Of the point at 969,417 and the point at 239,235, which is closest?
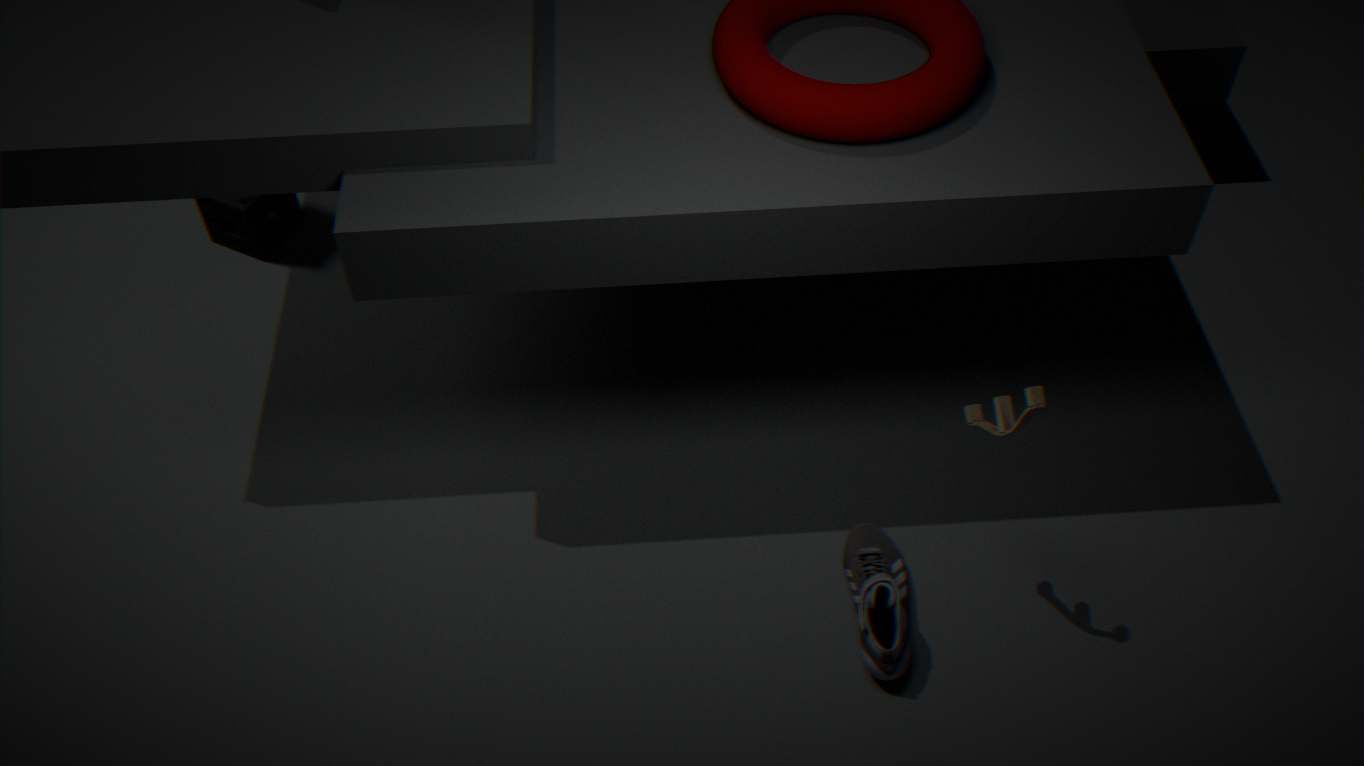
the point at 969,417
